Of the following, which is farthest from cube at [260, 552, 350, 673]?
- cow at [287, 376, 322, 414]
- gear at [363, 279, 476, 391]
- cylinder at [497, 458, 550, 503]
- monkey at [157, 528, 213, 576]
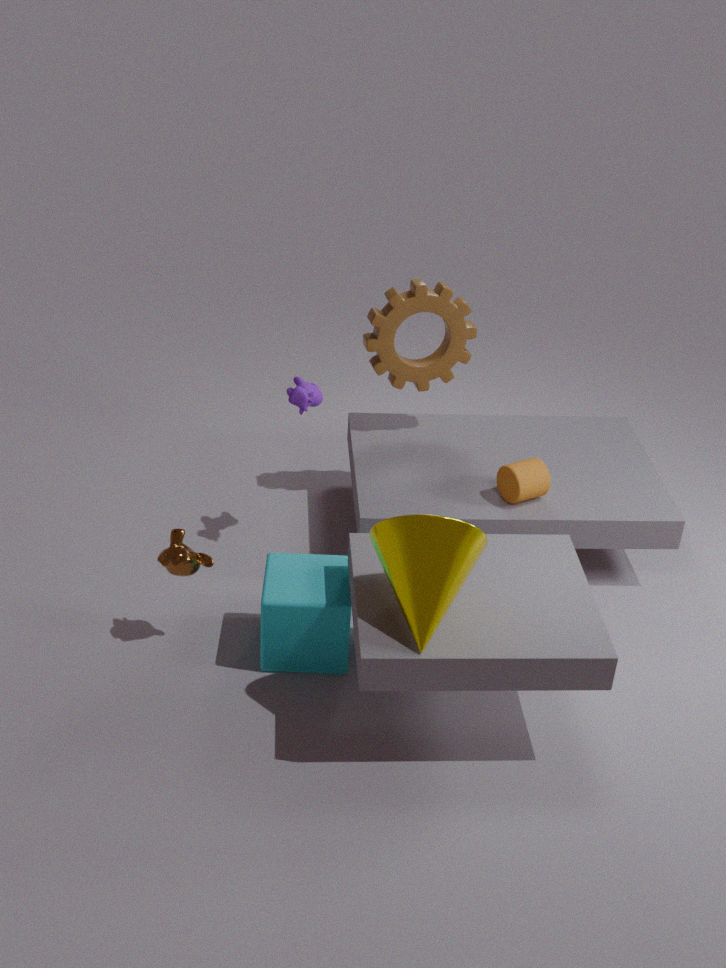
gear at [363, 279, 476, 391]
